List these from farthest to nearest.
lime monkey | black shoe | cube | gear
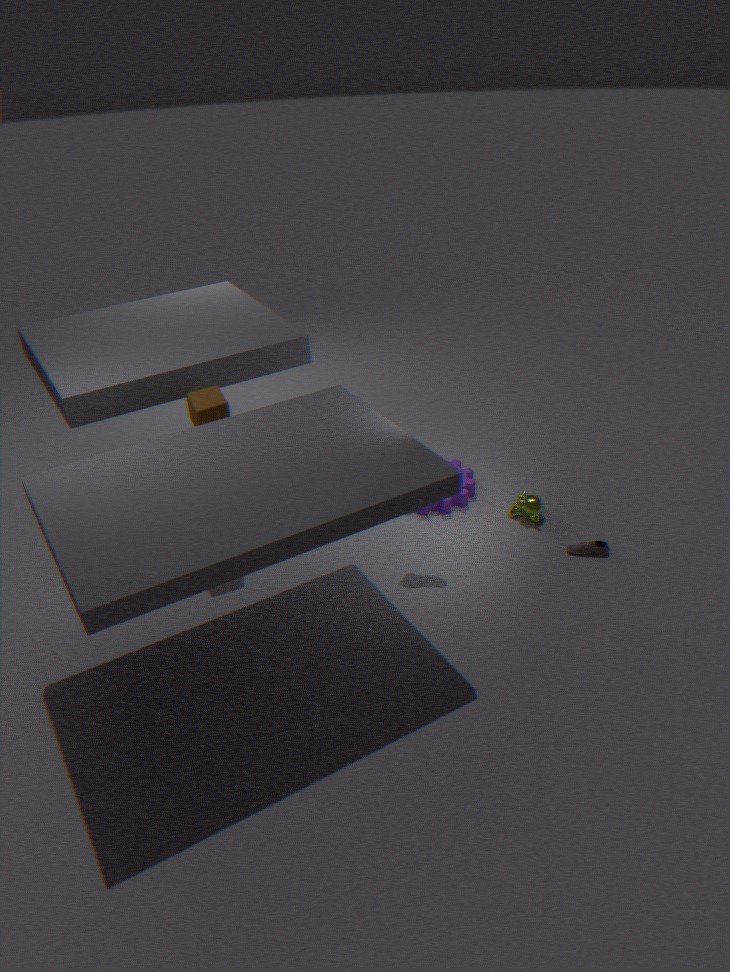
gear
lime monkey
black shoe
cube
